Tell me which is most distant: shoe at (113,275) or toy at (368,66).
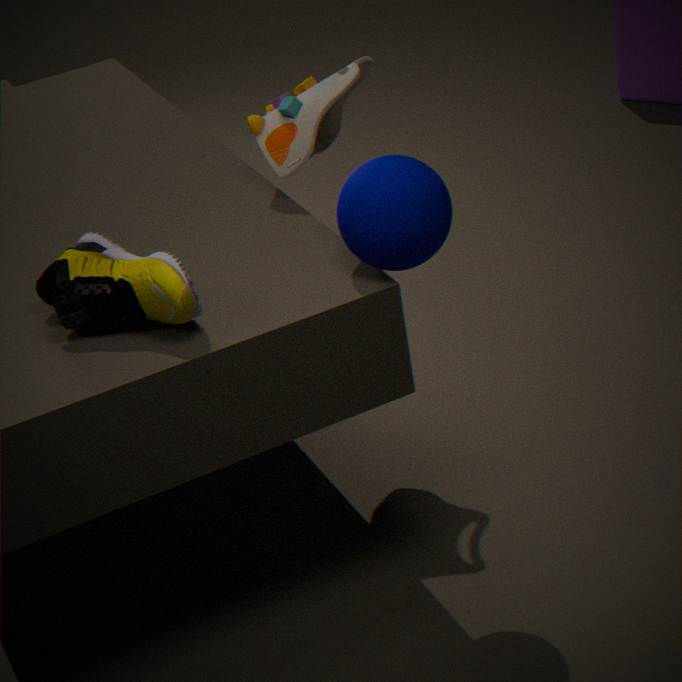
toy at (368,66)
